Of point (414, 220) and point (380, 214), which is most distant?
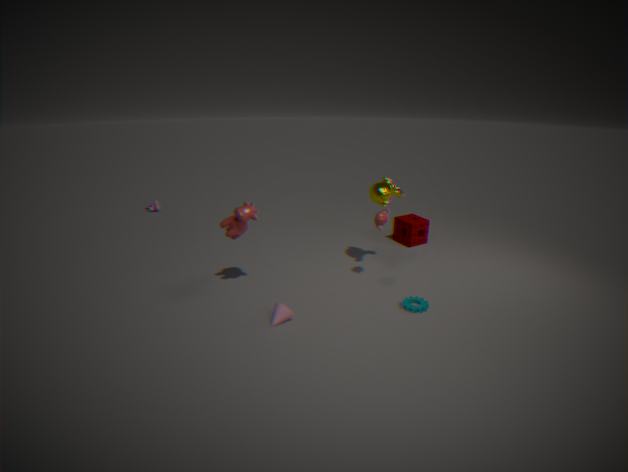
point (414, 220)
